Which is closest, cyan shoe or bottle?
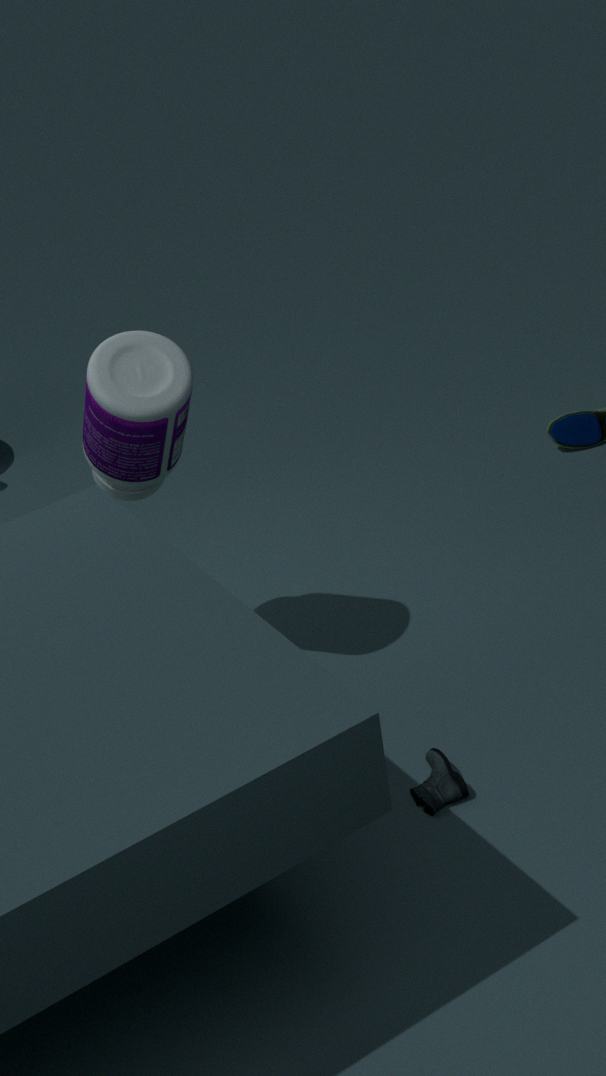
bottle
